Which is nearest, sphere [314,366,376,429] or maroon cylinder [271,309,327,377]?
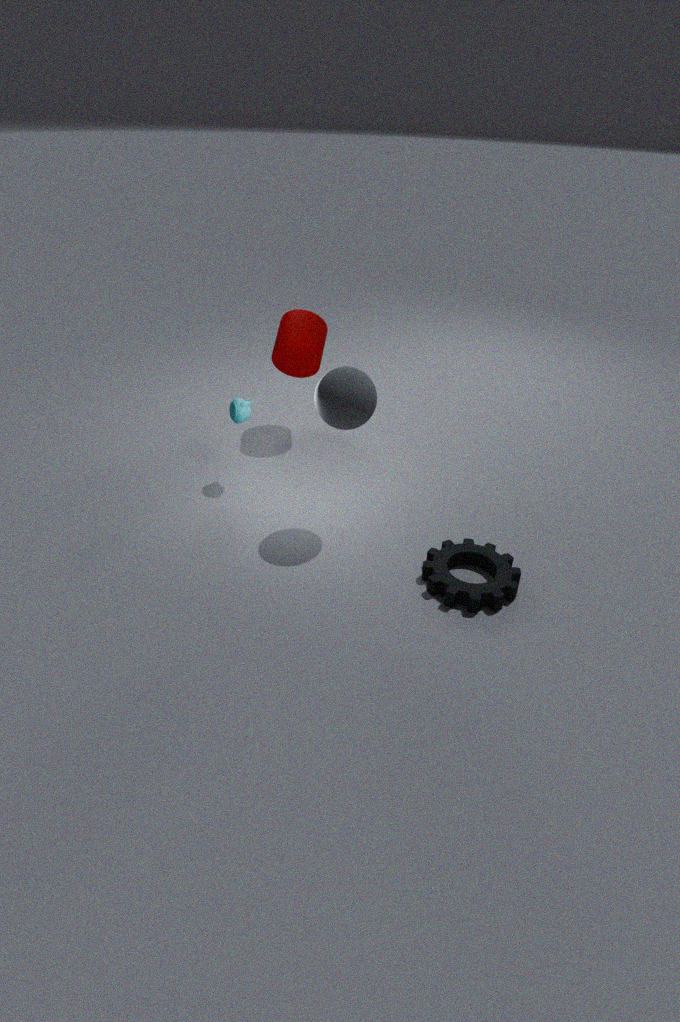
sphere [314,366,376,429]
